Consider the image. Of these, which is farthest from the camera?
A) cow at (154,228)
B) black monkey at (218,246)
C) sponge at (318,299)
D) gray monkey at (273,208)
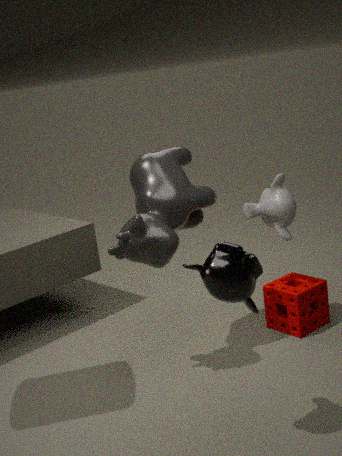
sponge at (318,299)
